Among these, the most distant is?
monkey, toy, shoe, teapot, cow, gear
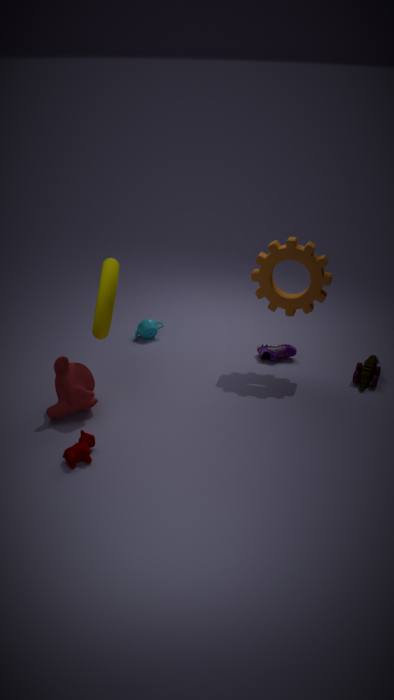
teapot
